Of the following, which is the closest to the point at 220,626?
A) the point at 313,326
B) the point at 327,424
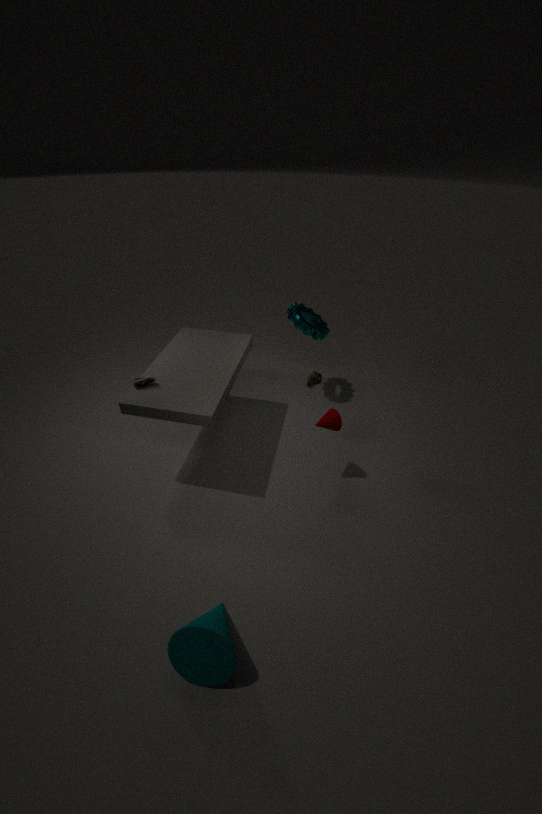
the point at 327,424
